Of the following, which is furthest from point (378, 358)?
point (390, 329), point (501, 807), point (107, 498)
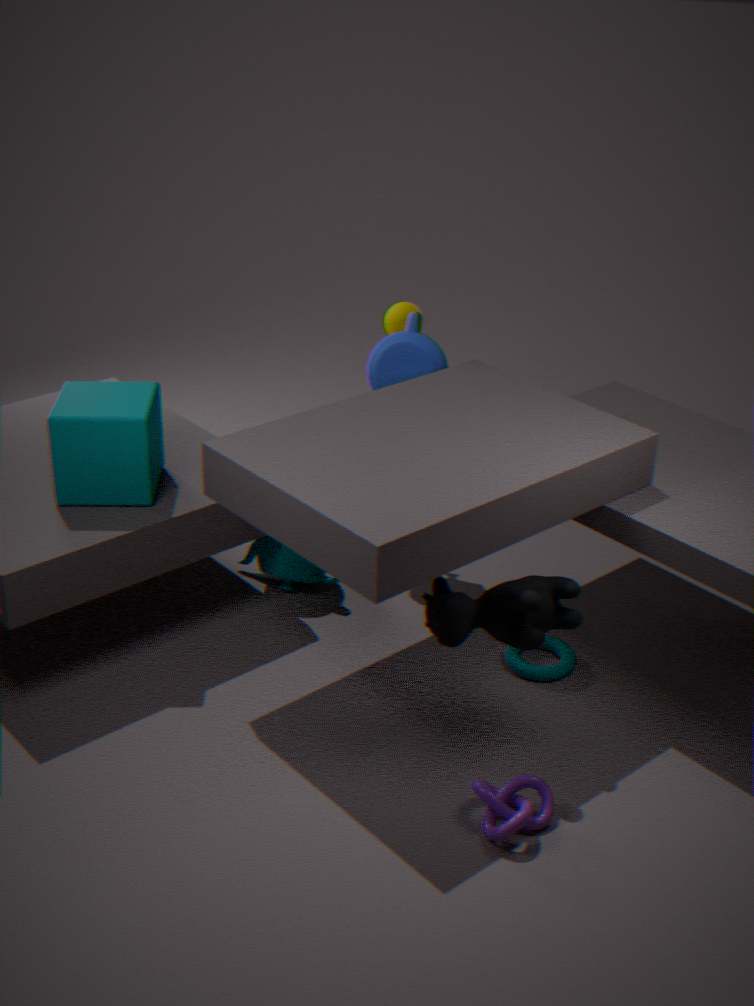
point (501, 807)
